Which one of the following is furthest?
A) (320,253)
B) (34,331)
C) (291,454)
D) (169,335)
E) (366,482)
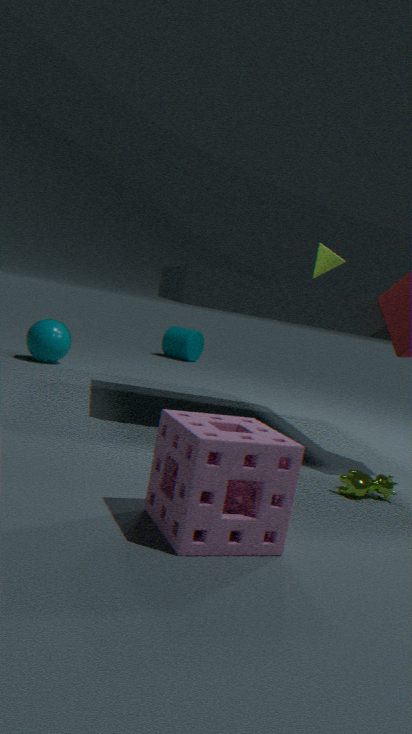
(169,335)
